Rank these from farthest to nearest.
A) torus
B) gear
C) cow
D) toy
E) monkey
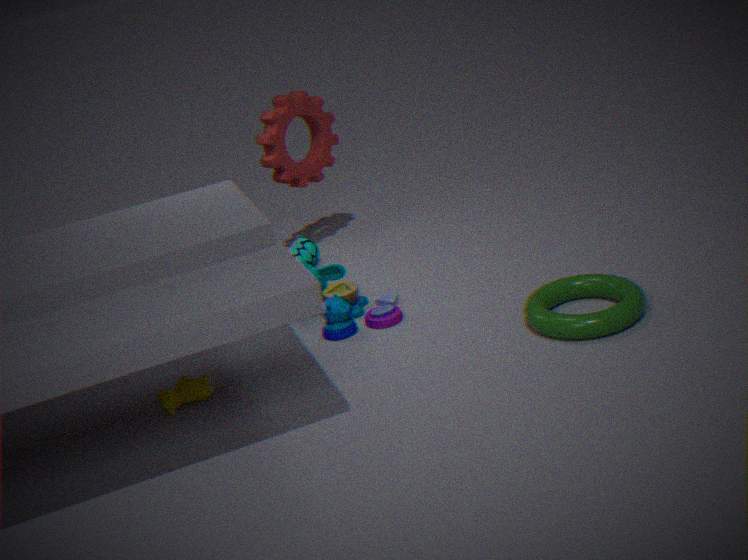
1. gear
2. monkey
3. toy
4. cow
5. torus
